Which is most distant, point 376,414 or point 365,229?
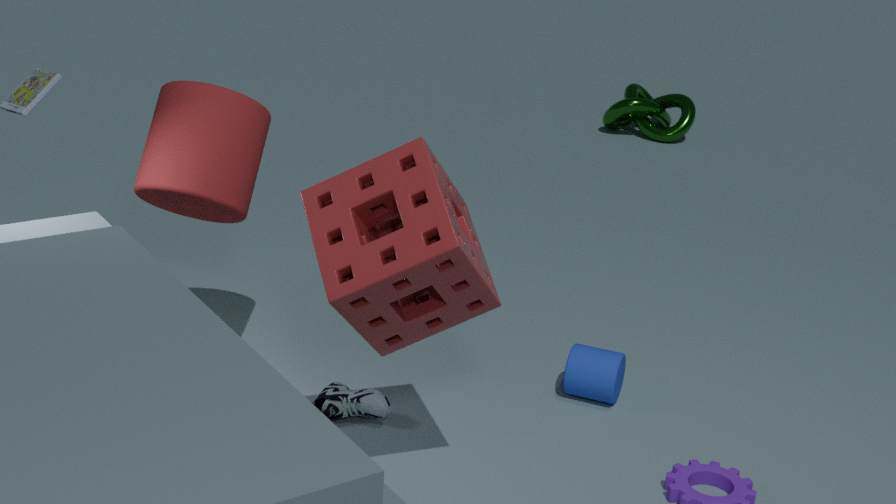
point 376,414
